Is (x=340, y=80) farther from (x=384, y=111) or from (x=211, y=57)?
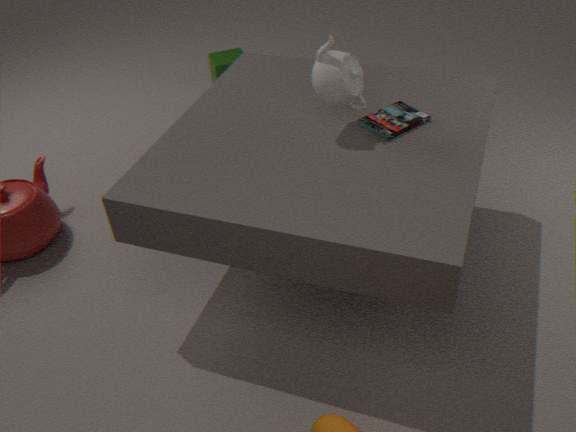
(x=211, y=57)
